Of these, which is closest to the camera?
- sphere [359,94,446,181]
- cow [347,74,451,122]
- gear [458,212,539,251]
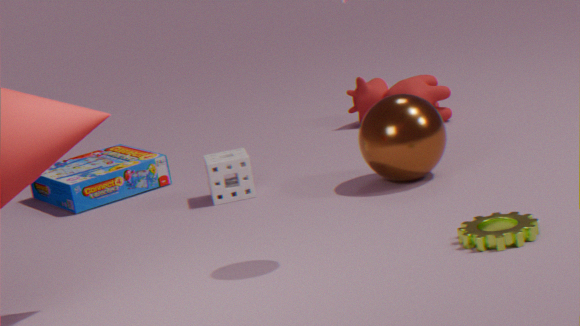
gear [458,212,539,251]
